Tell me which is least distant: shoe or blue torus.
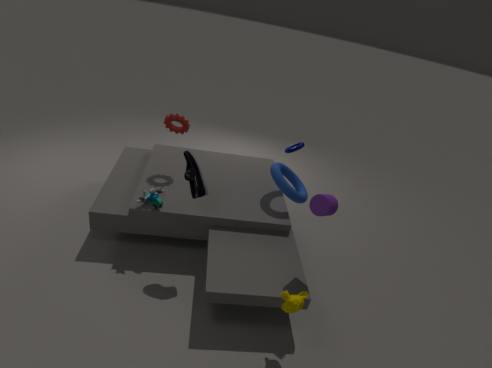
shoe
